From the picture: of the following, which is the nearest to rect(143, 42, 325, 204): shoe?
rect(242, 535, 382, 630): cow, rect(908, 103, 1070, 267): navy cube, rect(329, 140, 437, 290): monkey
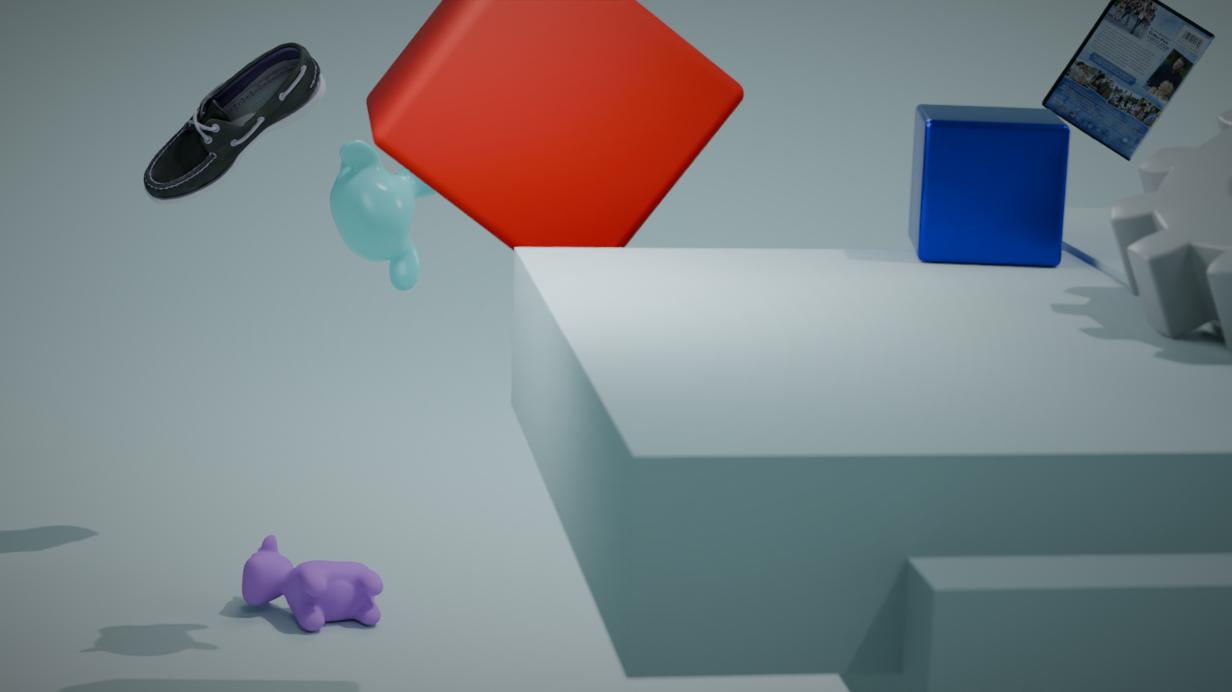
rect(329, 140, 437, 290): monkey
